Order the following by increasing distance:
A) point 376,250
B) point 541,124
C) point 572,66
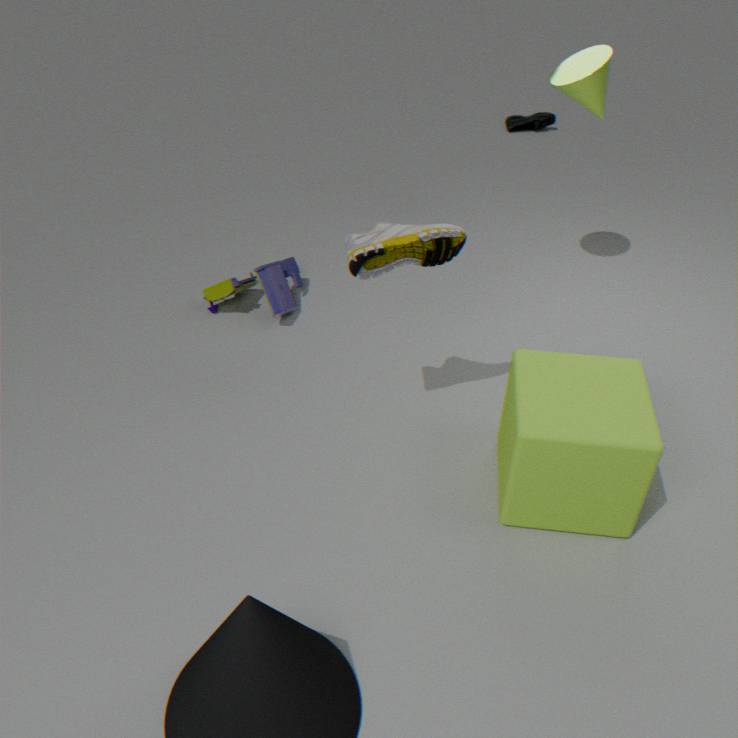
point 376,250, point 572,66, point 541,124
